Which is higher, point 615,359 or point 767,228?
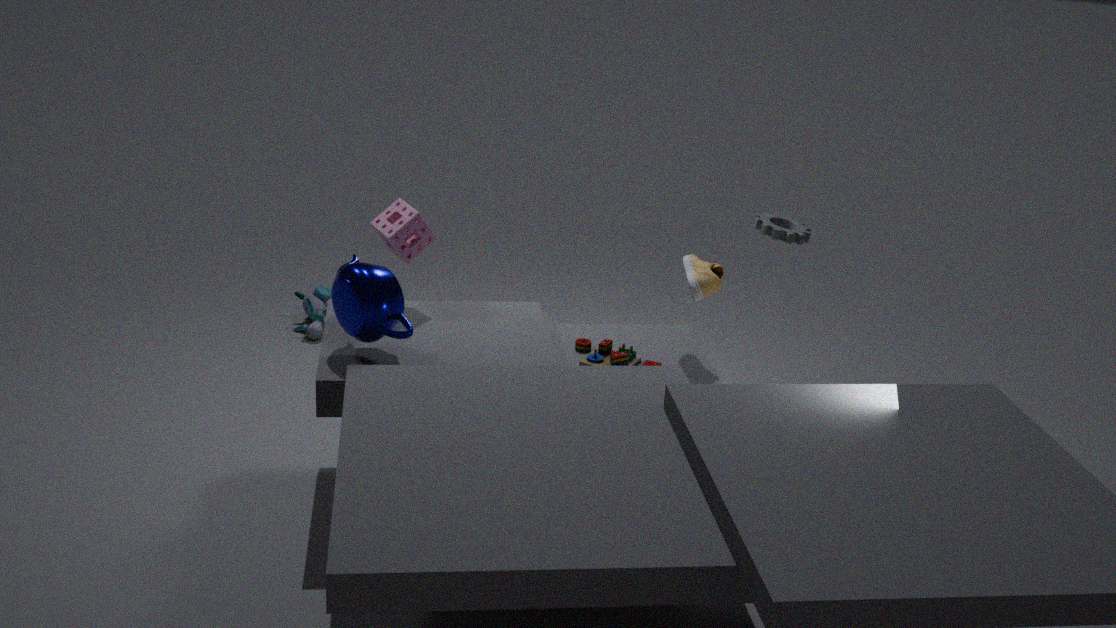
point 767,228
